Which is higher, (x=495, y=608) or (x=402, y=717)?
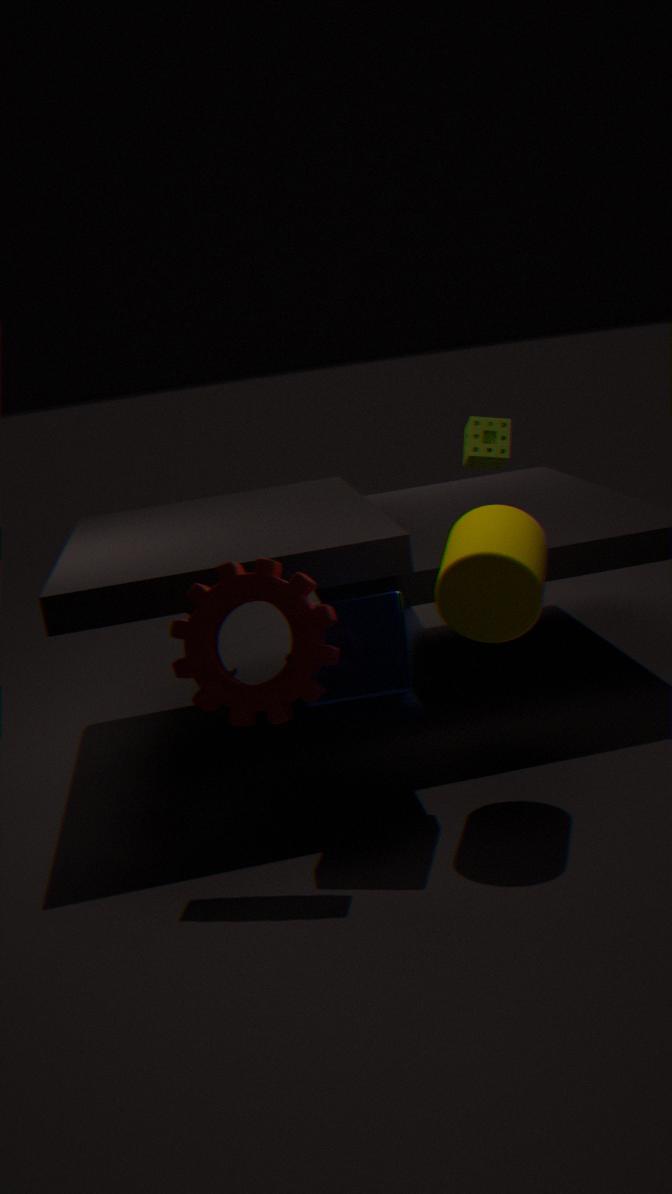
(x=495, y=608)
